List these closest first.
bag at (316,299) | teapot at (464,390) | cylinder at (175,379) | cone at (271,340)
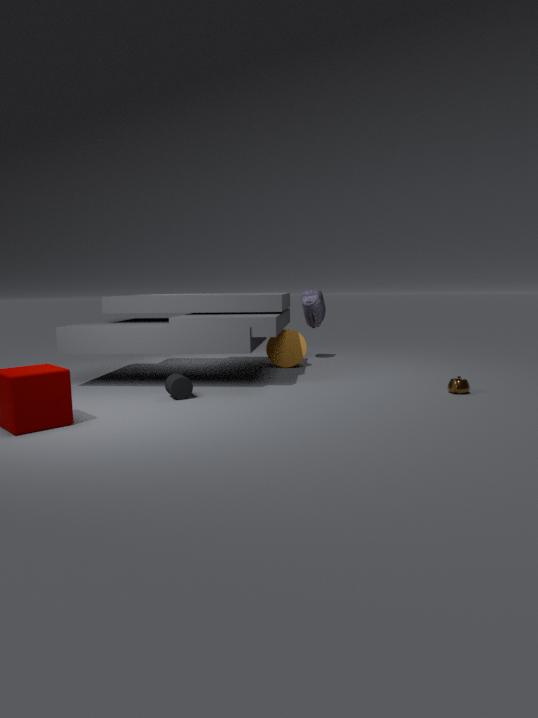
cylinder at (175,379) → teapot at (464,390) → cone at (271,340) → bag at (316,299)
